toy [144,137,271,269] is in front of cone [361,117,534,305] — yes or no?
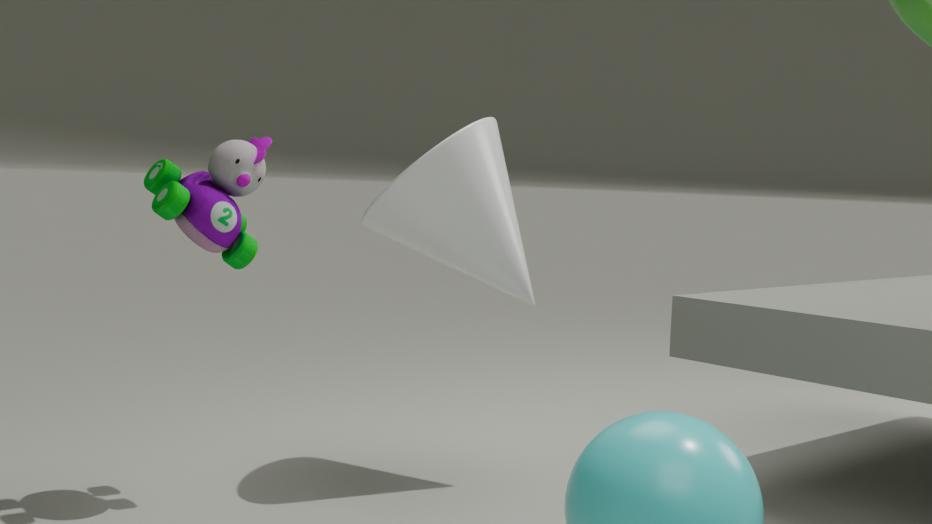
Yes
